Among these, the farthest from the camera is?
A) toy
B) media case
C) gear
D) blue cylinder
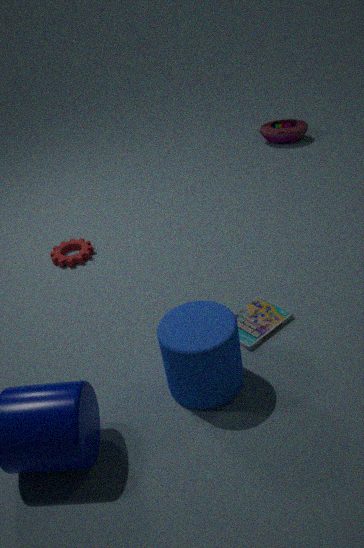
toy
